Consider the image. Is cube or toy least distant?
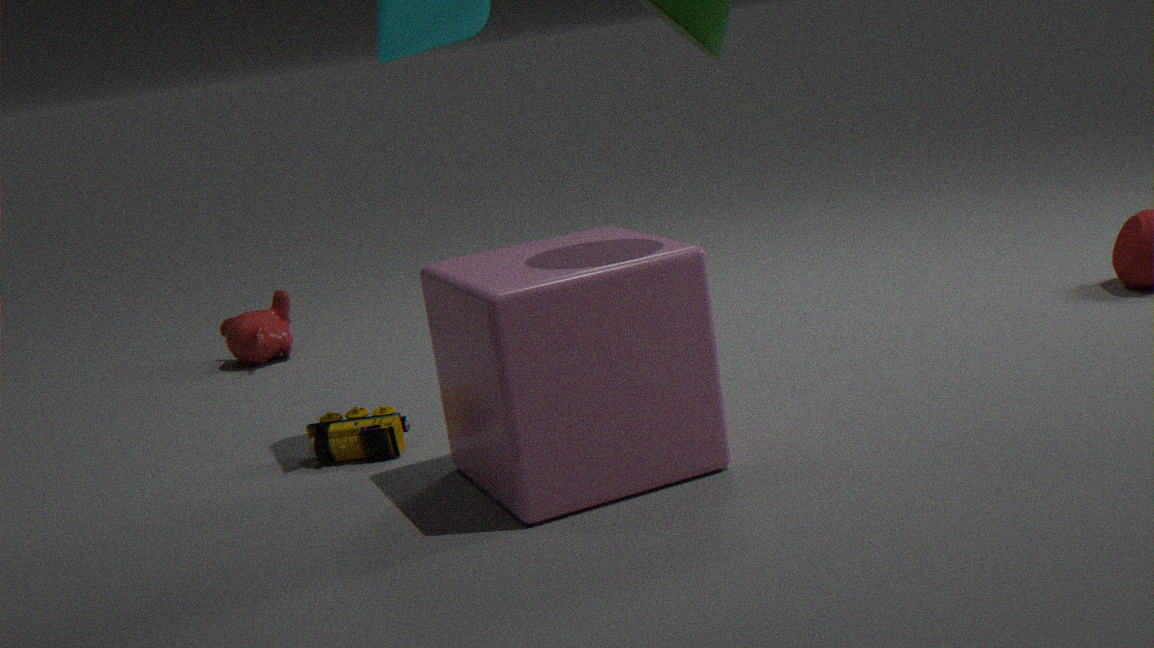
cube
